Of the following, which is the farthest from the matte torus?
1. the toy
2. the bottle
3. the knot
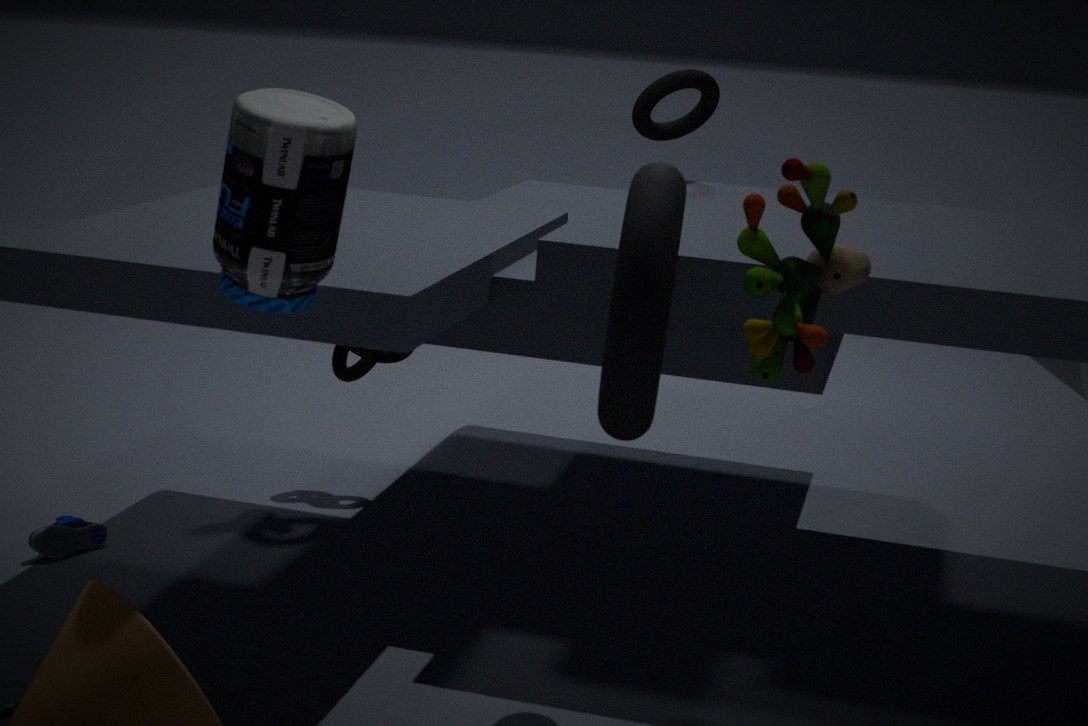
the bottle
